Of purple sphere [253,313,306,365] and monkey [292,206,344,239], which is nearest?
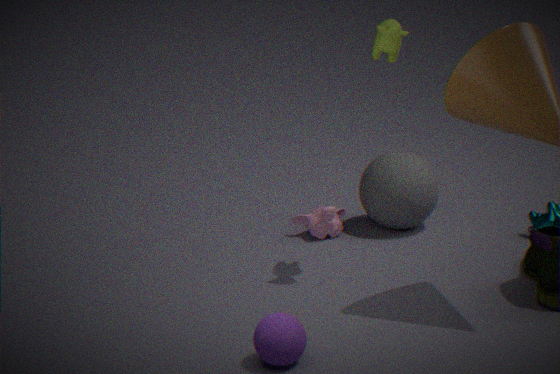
purple sphere [253,313,306,365]
